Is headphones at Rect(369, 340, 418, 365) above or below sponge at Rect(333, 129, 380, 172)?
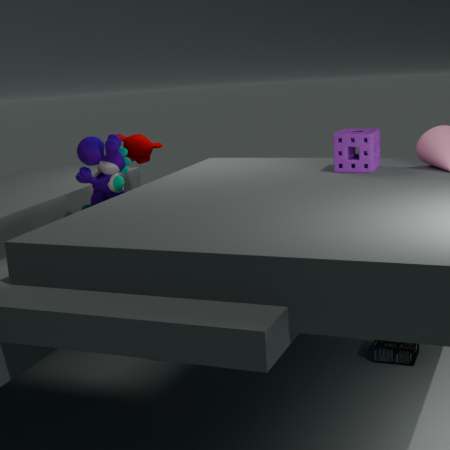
below
